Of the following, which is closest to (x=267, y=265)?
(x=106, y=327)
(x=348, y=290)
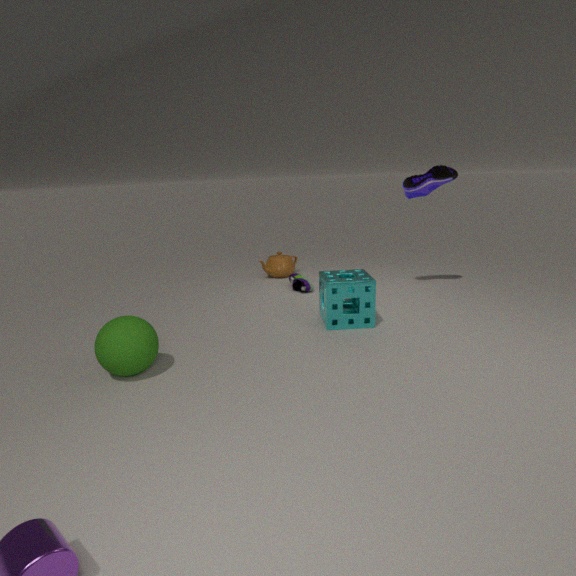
(x=348, y=290)
